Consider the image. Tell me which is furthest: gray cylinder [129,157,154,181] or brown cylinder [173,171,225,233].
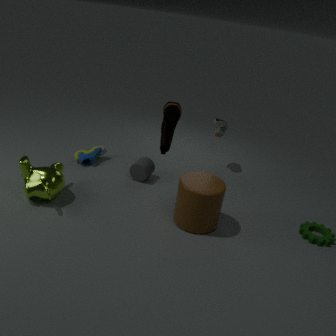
gray cylinder [129,157,154,181]
